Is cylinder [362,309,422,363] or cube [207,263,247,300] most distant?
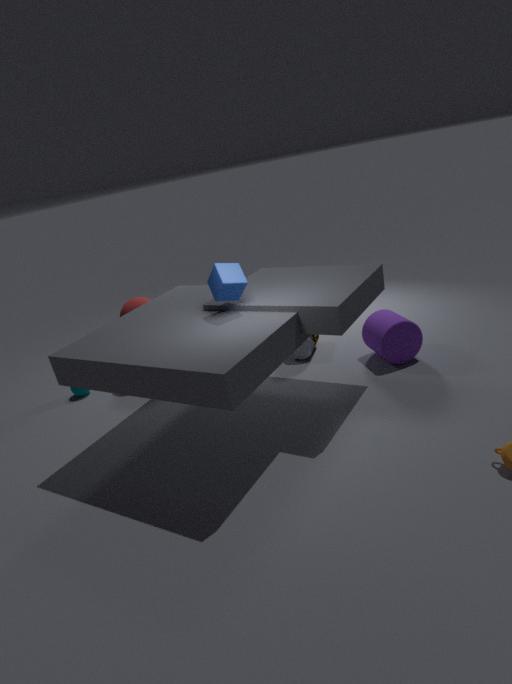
cylinder [362,309,422,363]
